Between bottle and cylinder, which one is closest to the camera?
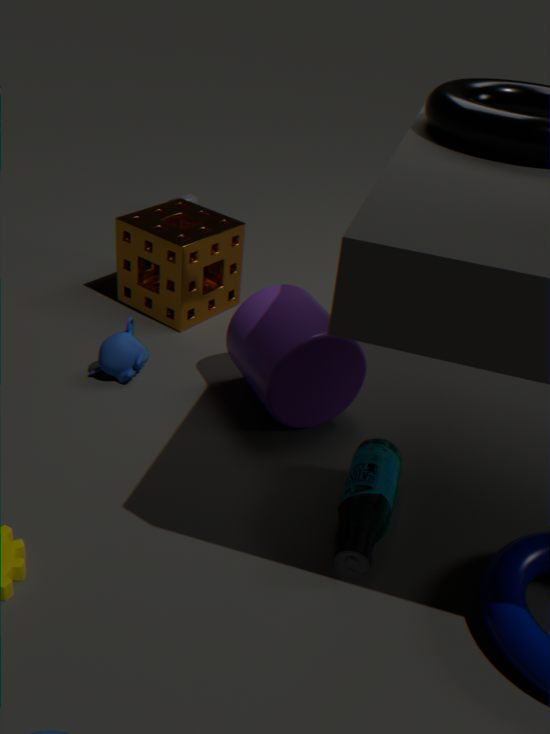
bottle
